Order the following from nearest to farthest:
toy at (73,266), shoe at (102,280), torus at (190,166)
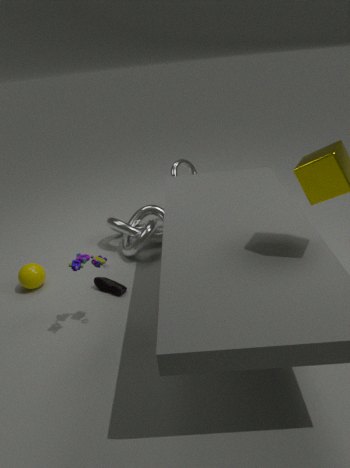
toy at (73,266) → shoe at (102,280) → torus at (190,166)
